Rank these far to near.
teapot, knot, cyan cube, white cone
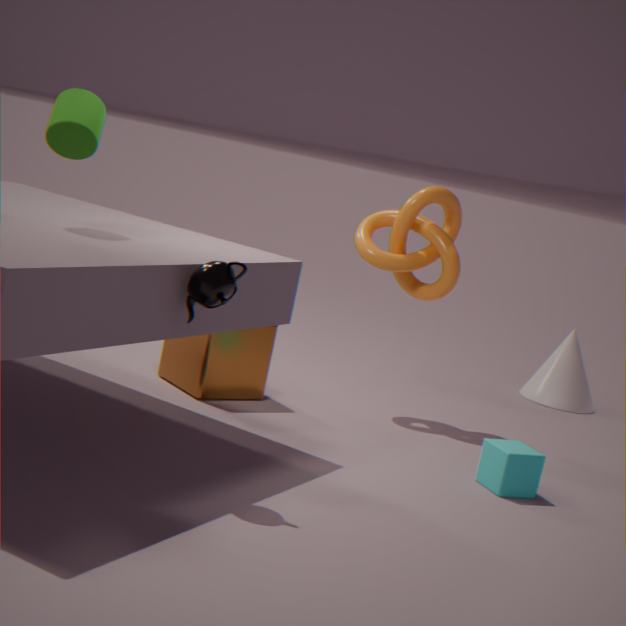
white cone
knot
cyan cube
teapot
